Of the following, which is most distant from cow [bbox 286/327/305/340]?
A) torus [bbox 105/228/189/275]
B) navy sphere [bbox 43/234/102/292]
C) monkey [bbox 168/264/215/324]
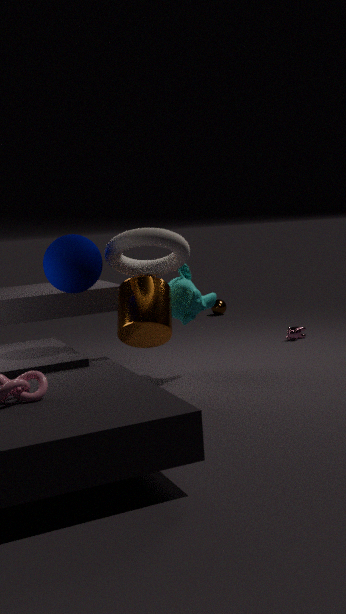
navy sphere [bbox 43/234/102/292]
